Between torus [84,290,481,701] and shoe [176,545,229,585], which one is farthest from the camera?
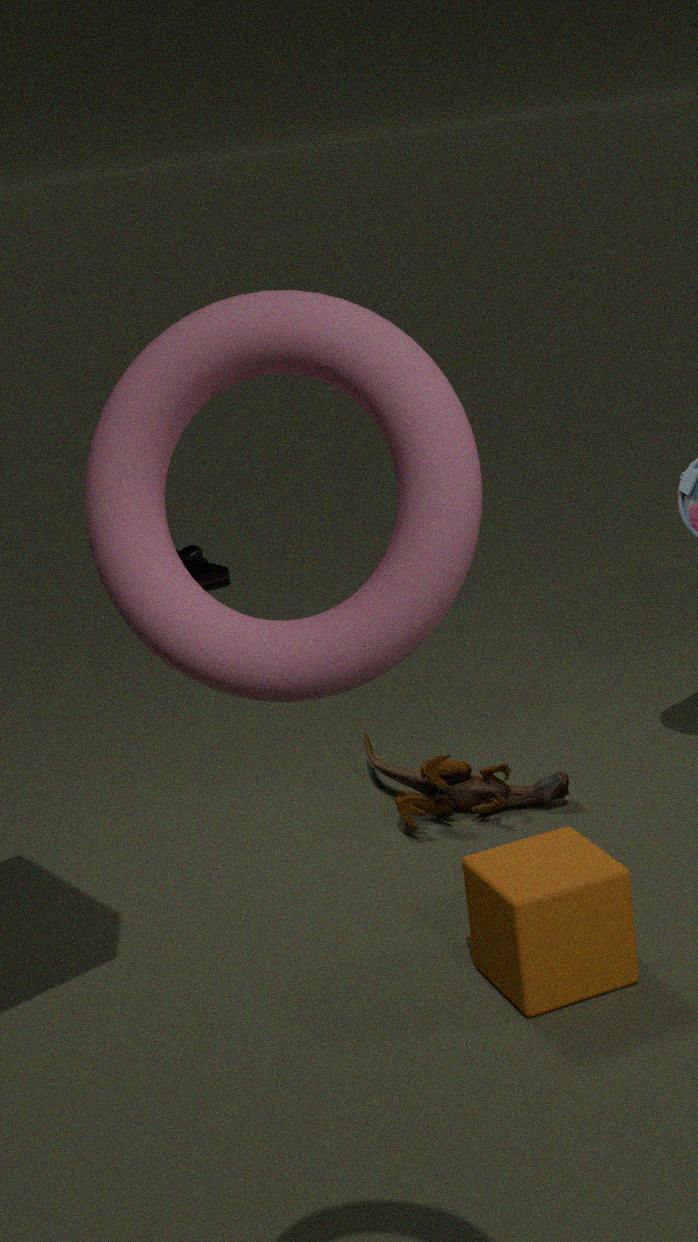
shoe [176,545,229,585]
